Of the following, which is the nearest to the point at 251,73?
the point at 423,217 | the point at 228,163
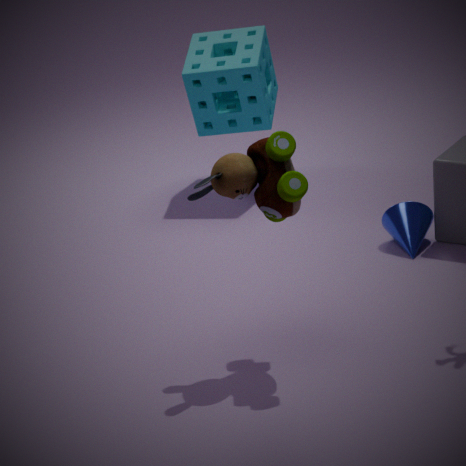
the point at 423,217
